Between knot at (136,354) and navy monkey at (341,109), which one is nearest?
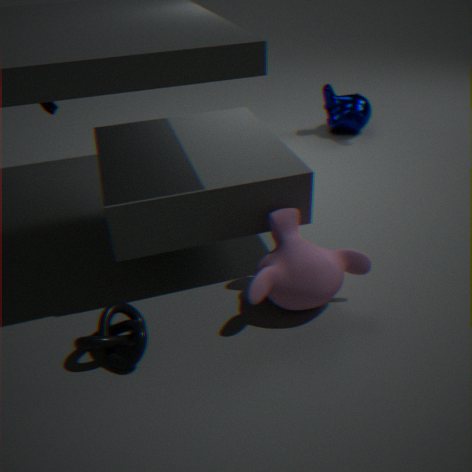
knot at (136,354)
